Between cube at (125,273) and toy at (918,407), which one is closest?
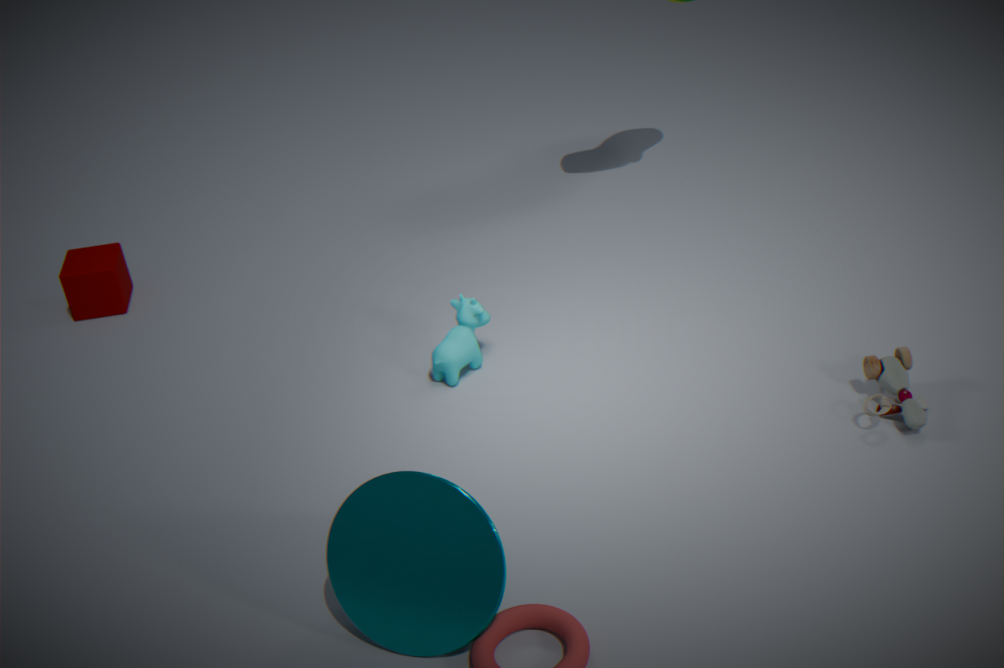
toy at (918,407)
